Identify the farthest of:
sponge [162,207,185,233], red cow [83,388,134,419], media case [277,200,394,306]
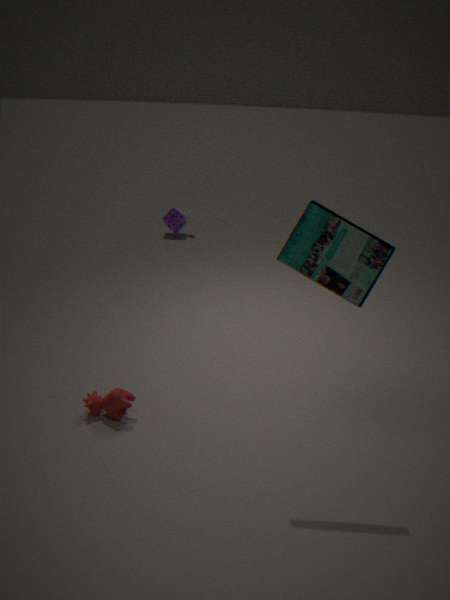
sponge [162,207,185,233]
